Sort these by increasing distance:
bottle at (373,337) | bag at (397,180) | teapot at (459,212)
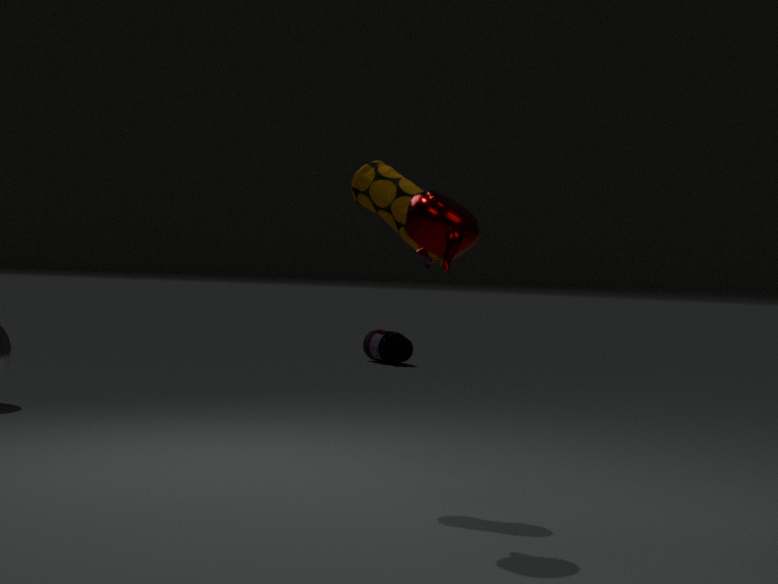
teapot at (459,212) < bag at (397,180) < bottle at (373,337)
